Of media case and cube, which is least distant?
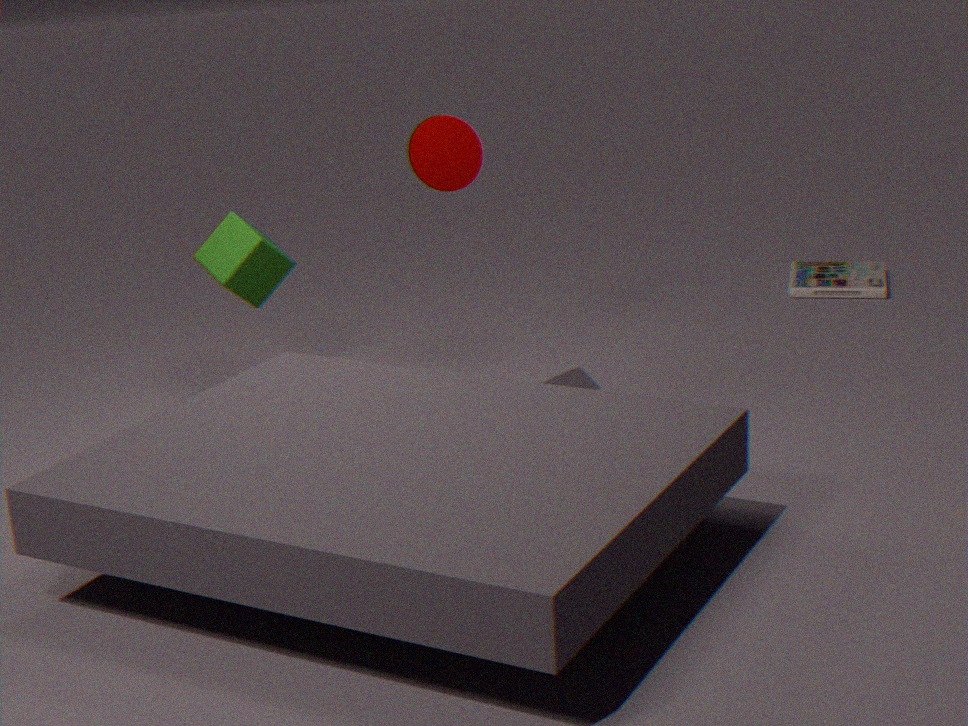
cube
